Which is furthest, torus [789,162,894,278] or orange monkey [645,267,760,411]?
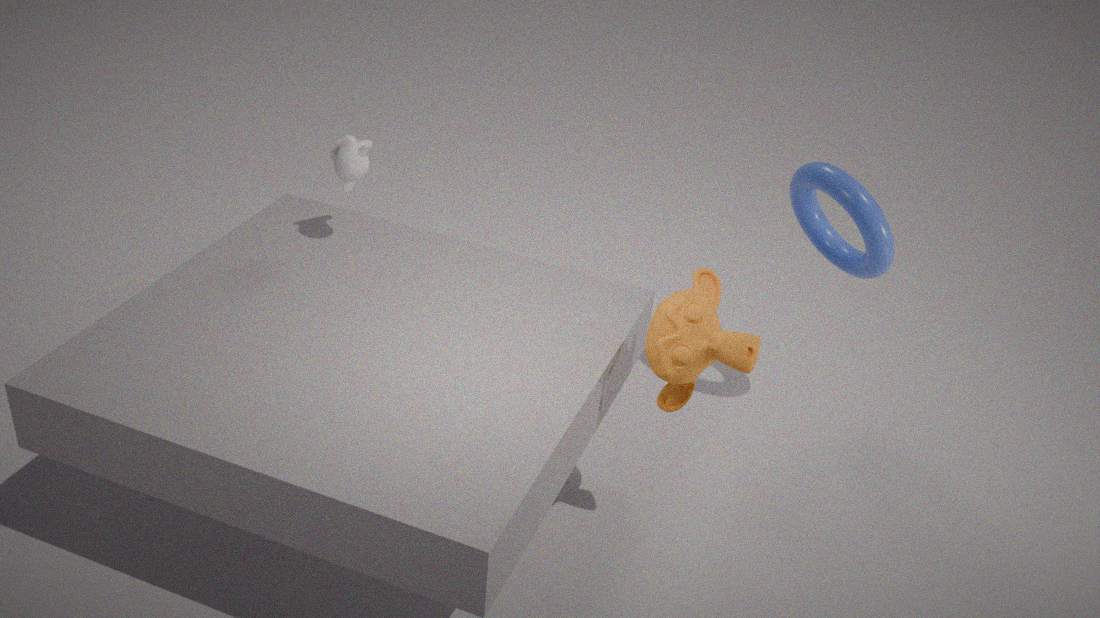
A: torus [789,162,894,278]
